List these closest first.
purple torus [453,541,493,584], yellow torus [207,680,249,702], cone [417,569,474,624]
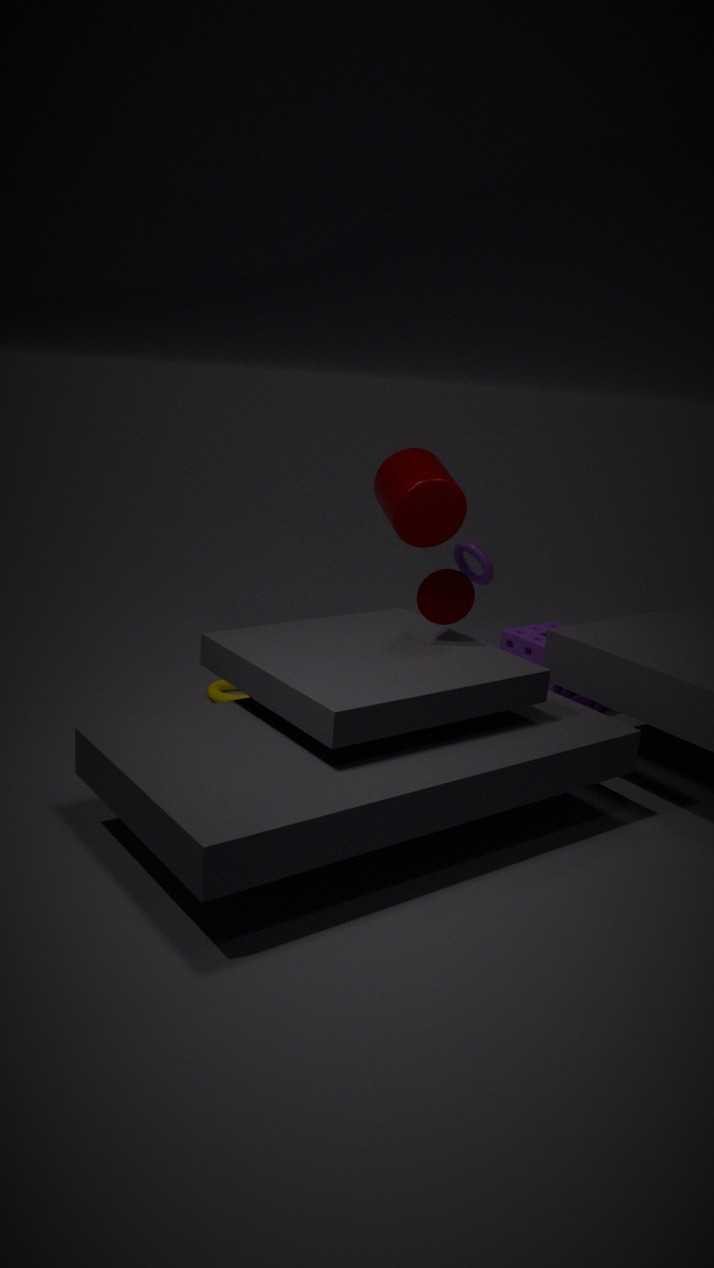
cone [417,569,474,624] → yellow torus [207,680,249,702] → purple torus [453,541,493,584]
